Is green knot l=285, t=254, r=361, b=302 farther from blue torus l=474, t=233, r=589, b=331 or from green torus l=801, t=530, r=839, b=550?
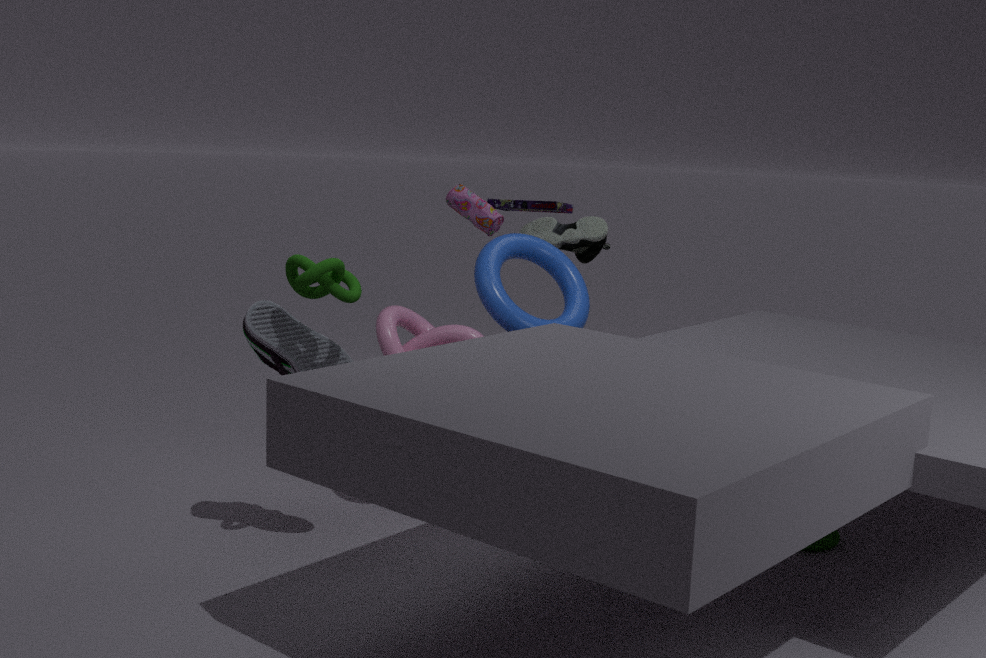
green torus l=801, t=530, r=839, b=550
